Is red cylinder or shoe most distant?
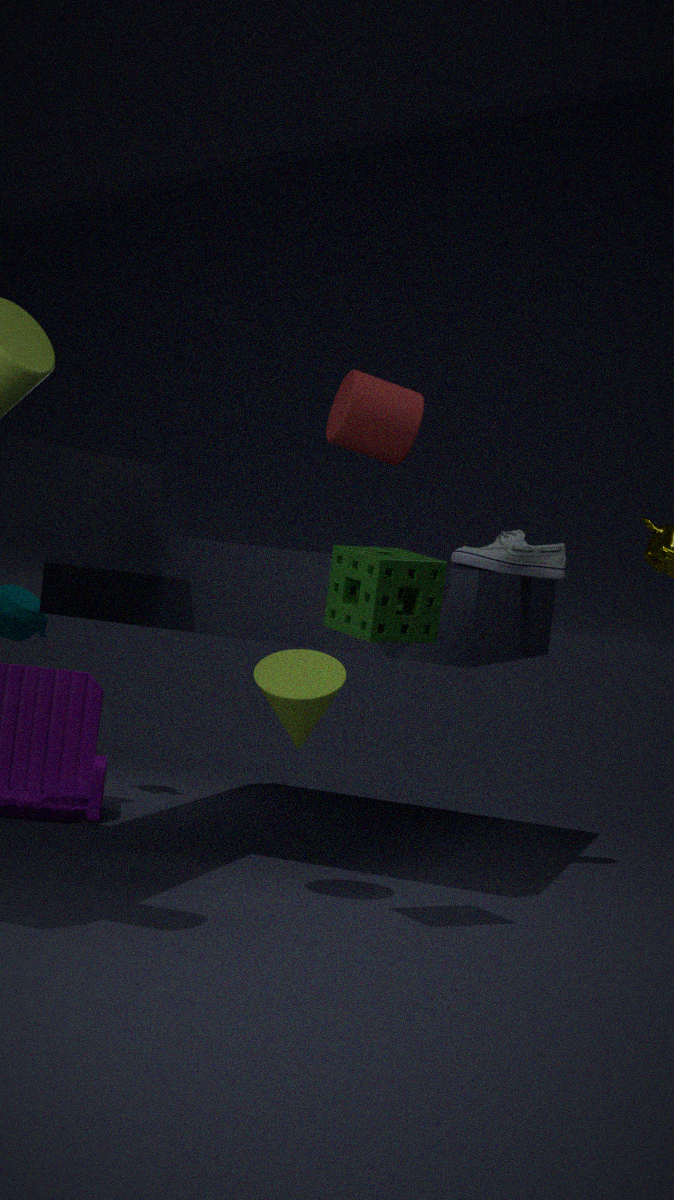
shoe
